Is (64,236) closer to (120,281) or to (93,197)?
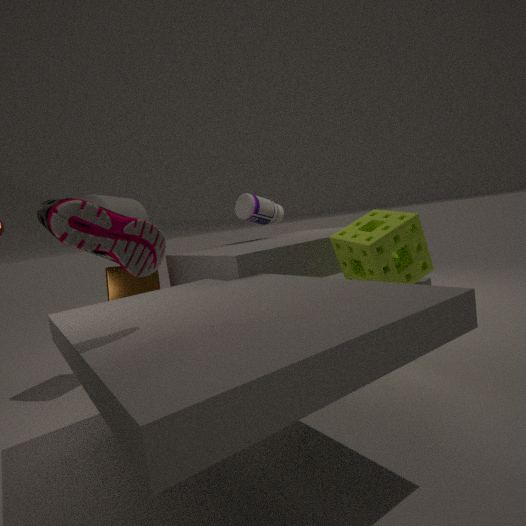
(93,197)
